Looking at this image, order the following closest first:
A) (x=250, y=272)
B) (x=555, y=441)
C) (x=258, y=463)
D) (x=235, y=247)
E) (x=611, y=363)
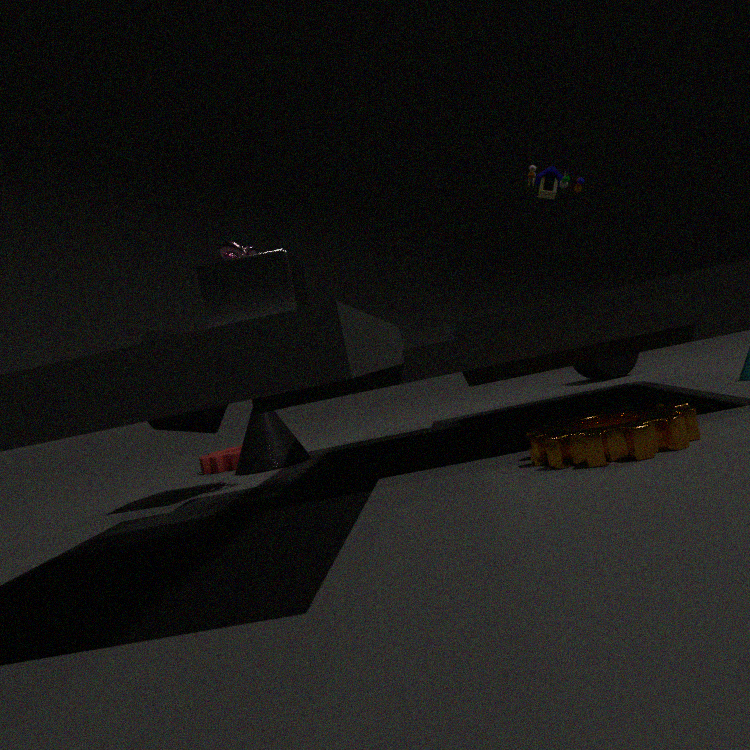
(x=555, y=441) < (x=250, y=272) < (x=235, y=247) < (x=258, y=463) < (x=611, y=363)
